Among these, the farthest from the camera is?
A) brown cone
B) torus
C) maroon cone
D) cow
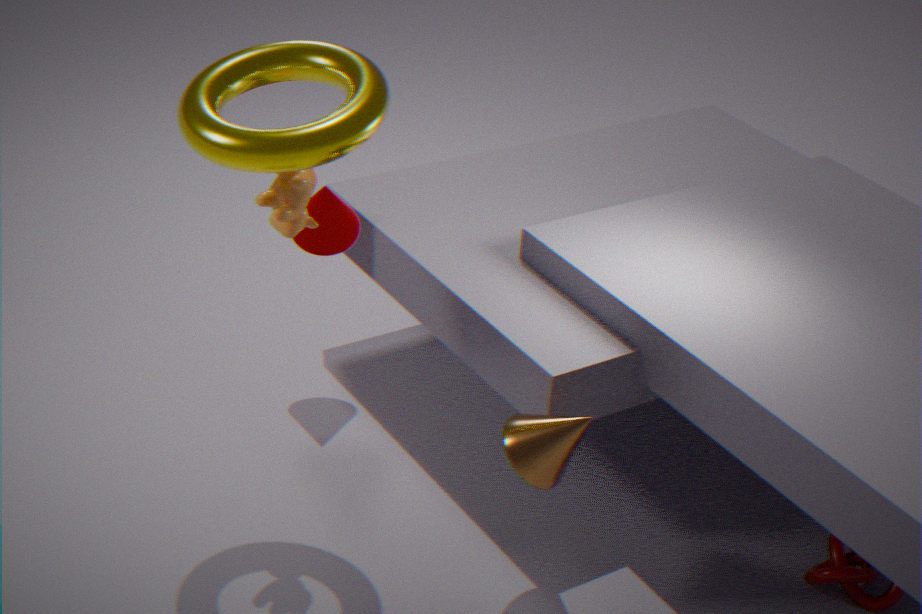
maroon cone
